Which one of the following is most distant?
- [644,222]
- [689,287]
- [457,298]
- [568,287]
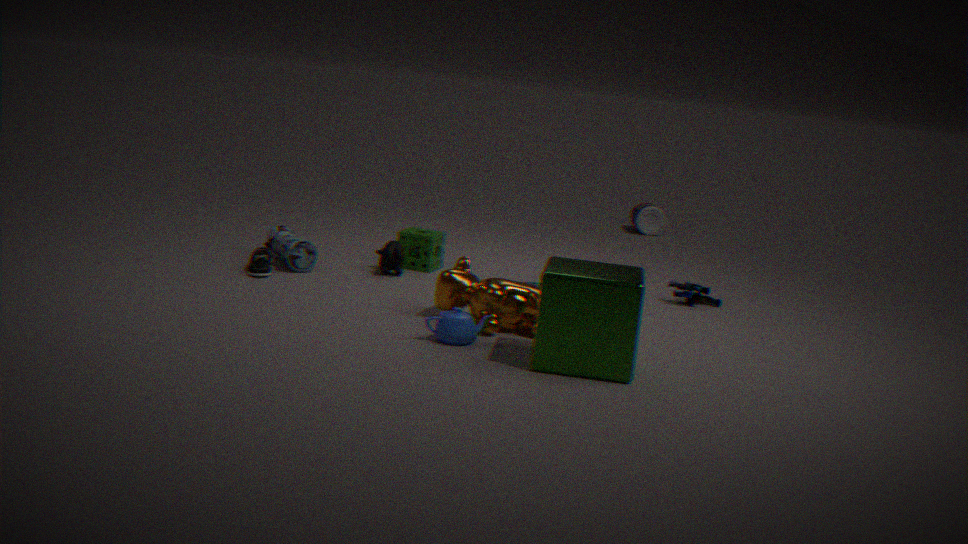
[644,222]
